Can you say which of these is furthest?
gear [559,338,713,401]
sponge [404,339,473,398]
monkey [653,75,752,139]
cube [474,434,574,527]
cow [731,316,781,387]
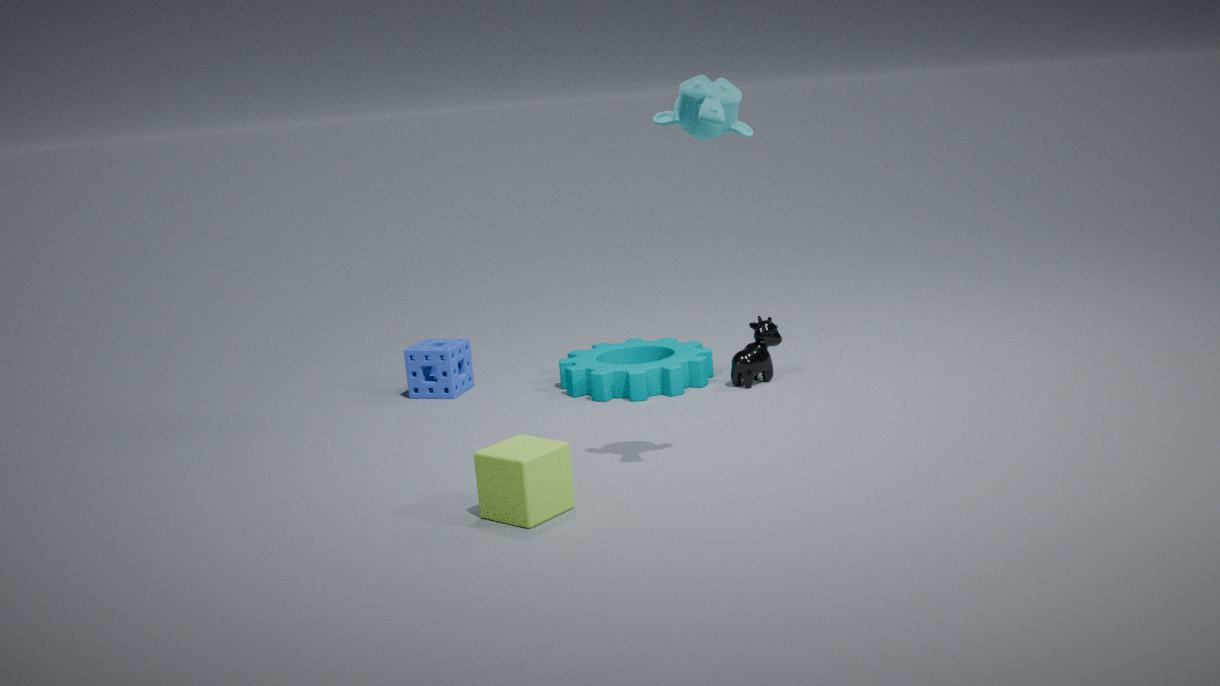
sponge [404,339,473,398]
